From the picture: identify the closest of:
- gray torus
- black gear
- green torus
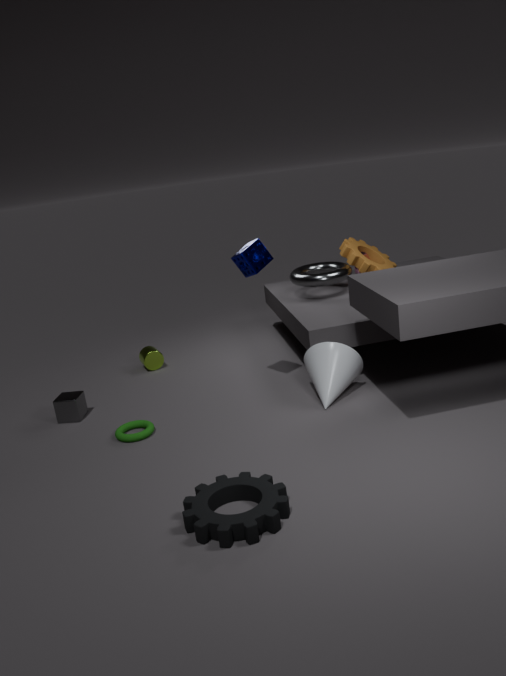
black gear
